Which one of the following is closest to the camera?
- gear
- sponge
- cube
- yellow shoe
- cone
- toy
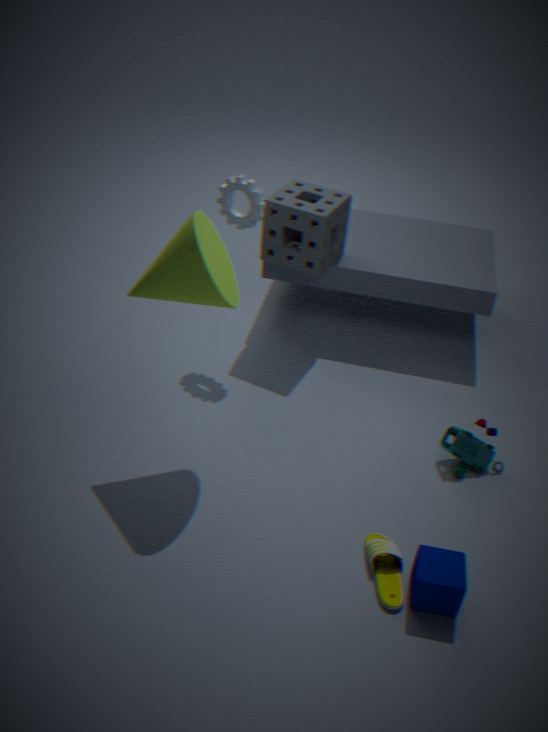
cube
